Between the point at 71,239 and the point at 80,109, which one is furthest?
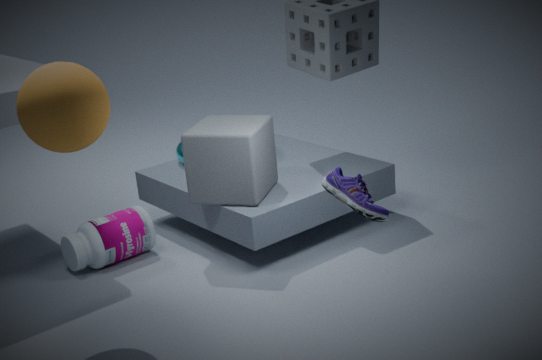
the point at 71,239
